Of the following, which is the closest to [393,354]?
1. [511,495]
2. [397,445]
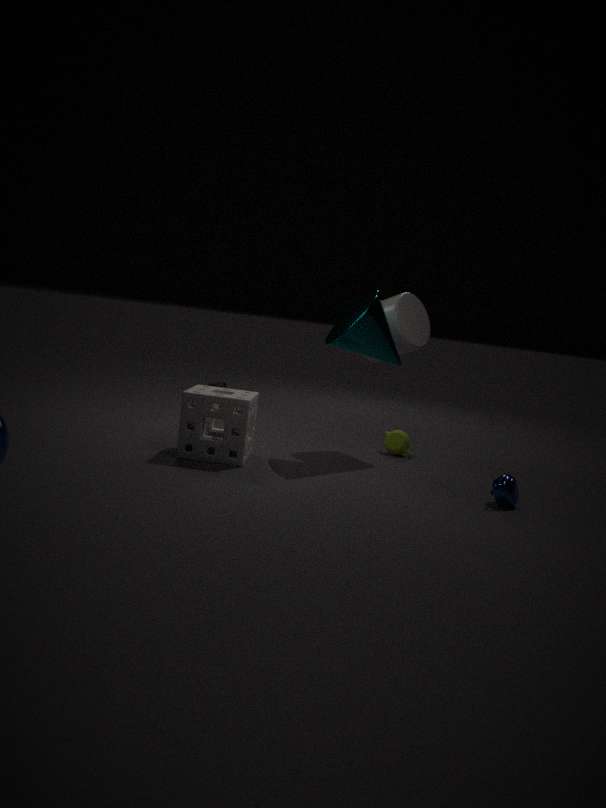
[397,445]
